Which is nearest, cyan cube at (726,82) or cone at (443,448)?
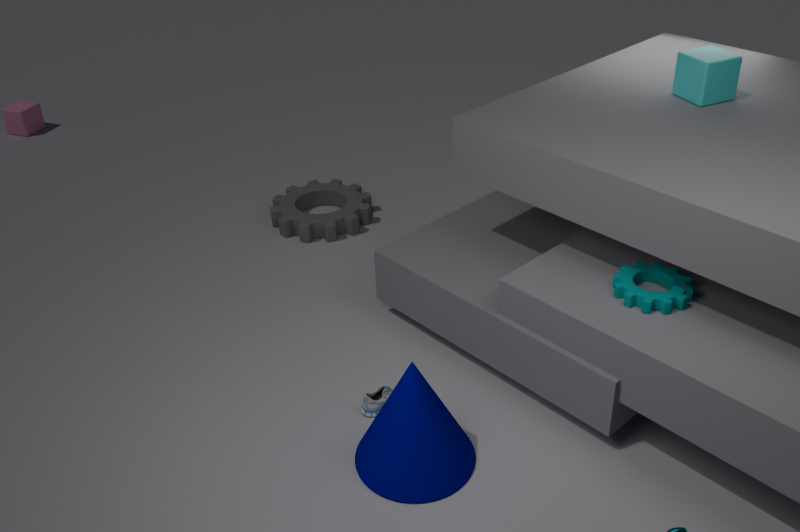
cone at (443,448)
